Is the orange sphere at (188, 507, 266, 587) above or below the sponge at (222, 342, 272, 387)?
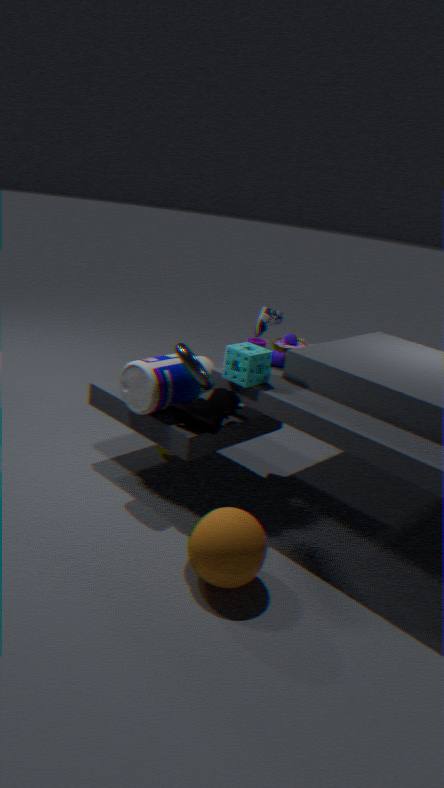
below
